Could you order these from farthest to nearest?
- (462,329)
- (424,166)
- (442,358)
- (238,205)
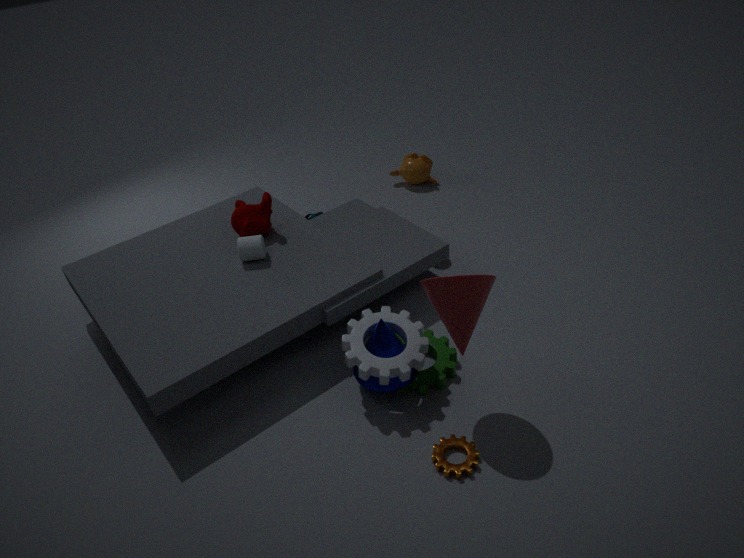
(424,166)
(238,205)
(442,358)
(462,329)
